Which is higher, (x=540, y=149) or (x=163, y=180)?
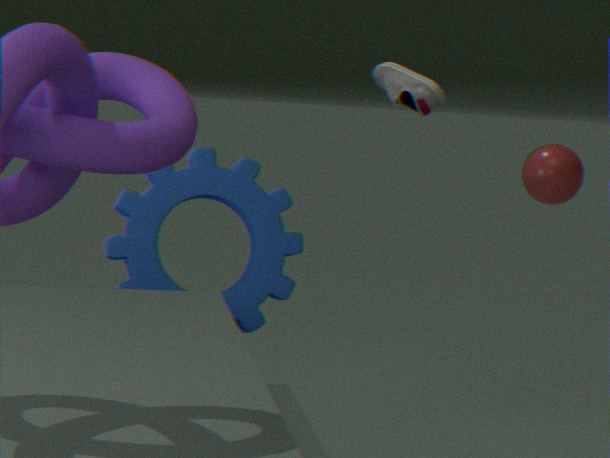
(x=540, y=149)
